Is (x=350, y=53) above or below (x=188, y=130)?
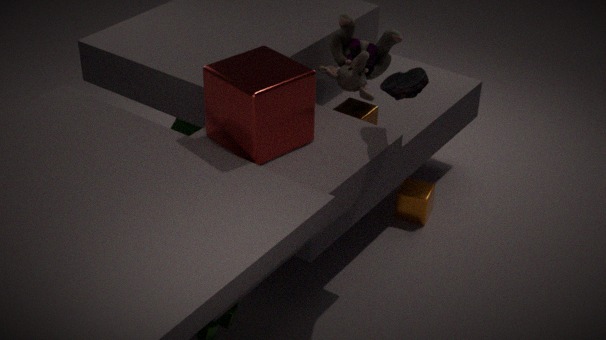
above
